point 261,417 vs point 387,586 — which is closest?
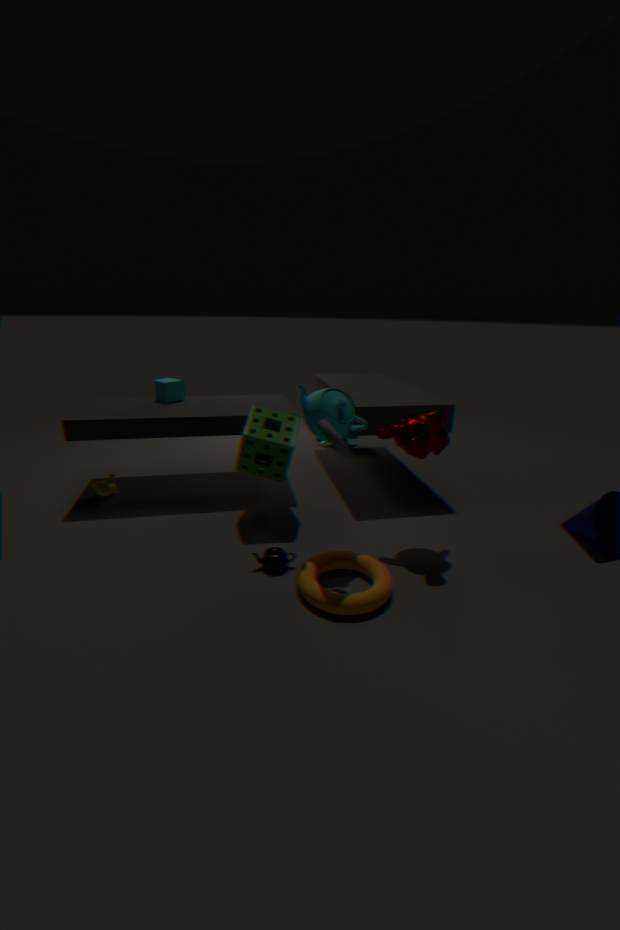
point 387,586
